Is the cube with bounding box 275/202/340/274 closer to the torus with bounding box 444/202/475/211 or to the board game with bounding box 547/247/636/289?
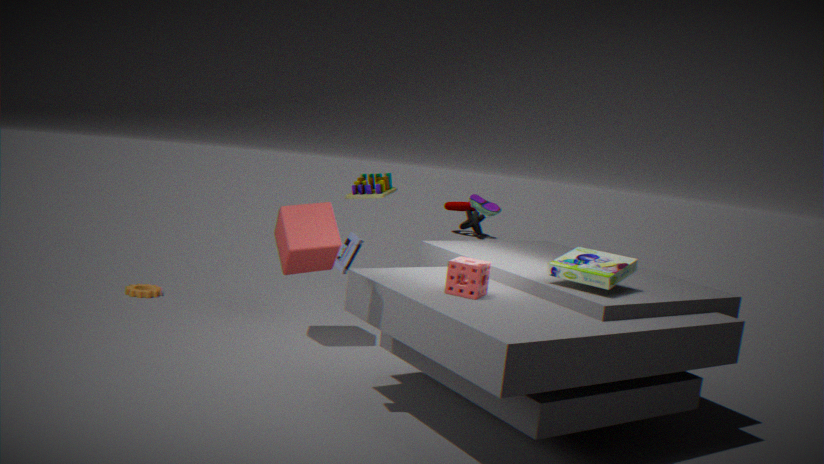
the board game with bounding box 547/247/636/289
